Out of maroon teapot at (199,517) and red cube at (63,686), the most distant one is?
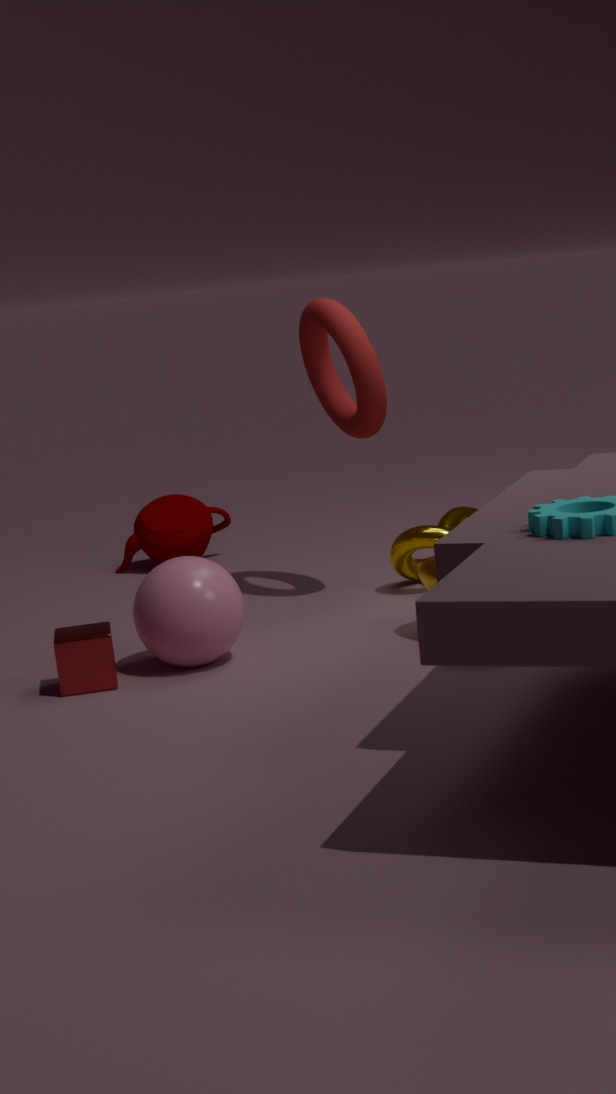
maroon teapot at (199,517)
